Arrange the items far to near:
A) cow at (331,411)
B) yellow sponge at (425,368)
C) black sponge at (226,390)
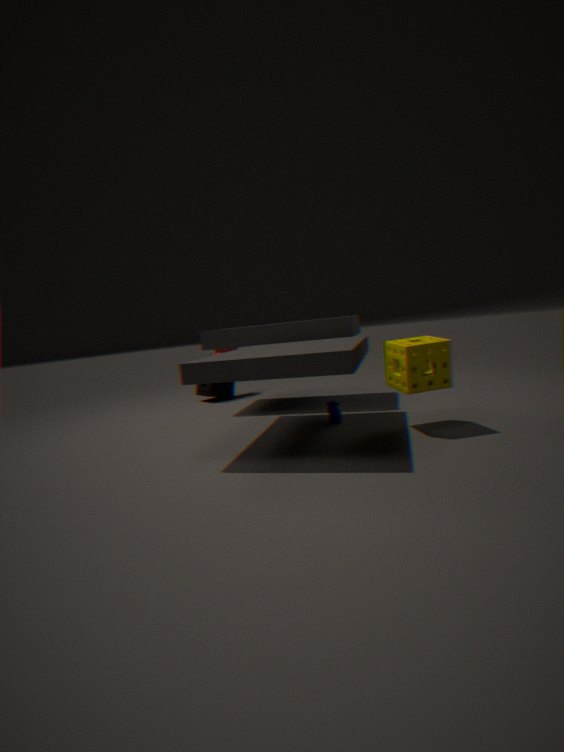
1. black sponge at (226,390)
2. cow at (331,411)
3. yellow sponge at (425,368)
